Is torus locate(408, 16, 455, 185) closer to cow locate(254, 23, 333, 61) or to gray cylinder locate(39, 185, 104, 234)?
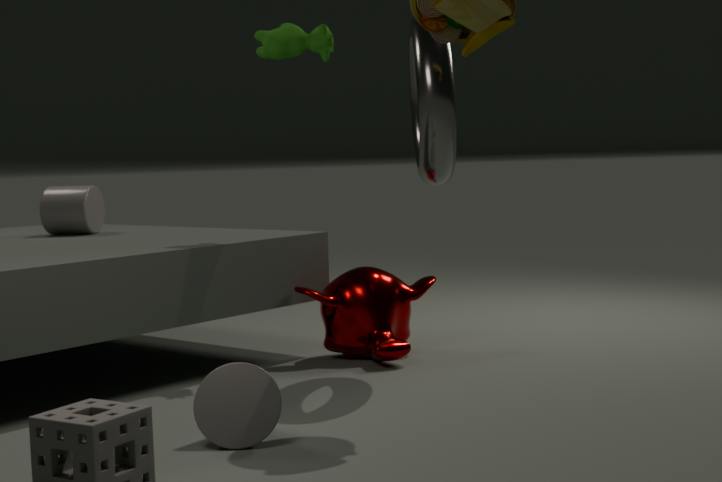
cow locate(254, 23, 333, 61)
